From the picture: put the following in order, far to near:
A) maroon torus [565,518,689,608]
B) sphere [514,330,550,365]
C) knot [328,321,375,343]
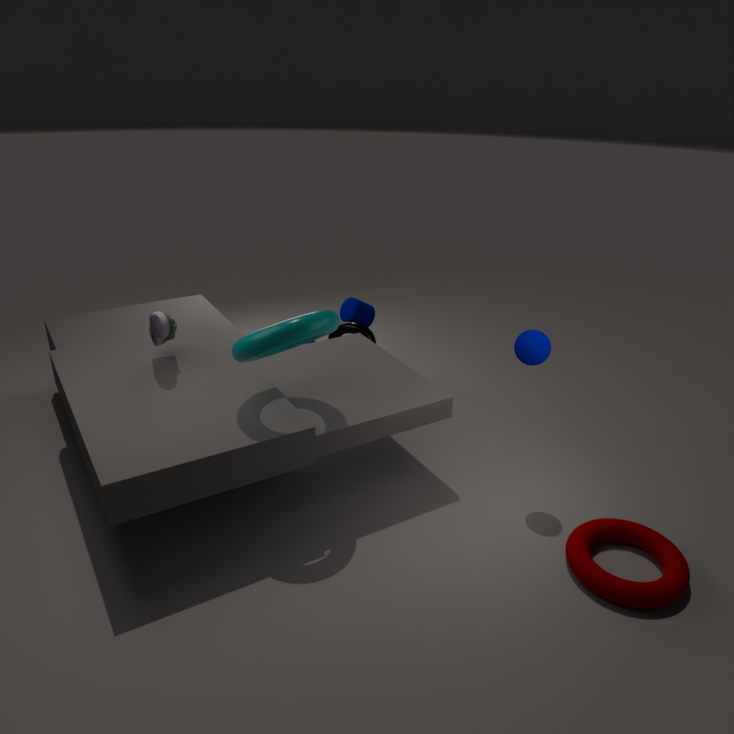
1. knot [328,321,375,343]
2. sphere [514,330,550,365]
3. maroon torus [565,518,689,608]
